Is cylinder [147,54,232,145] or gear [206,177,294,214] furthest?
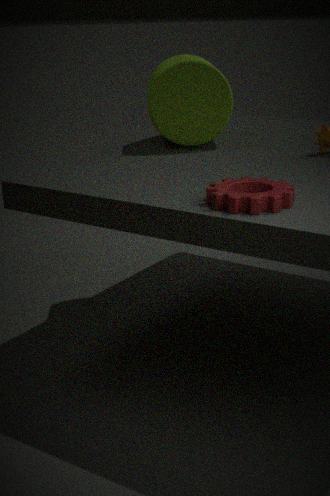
cylinder [147,54,232,145]
